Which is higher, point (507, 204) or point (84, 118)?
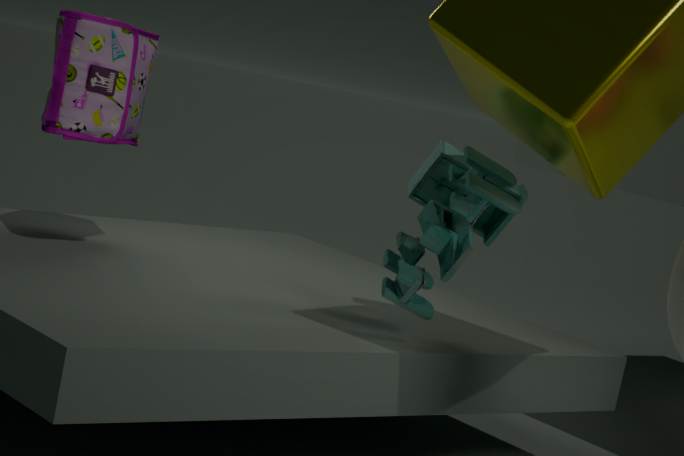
point (84, 118)
